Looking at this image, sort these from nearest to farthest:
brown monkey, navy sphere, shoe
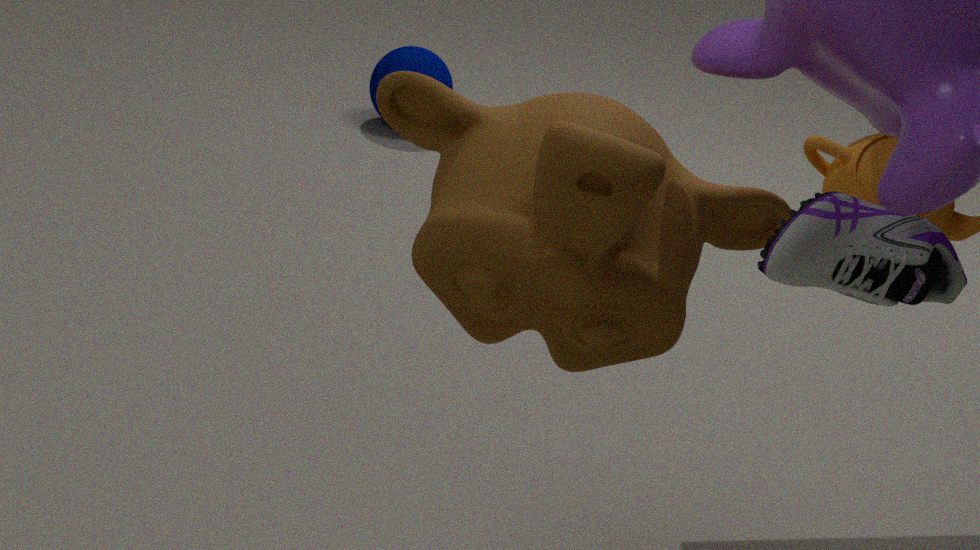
shoe, brown monkey, navy sphere
